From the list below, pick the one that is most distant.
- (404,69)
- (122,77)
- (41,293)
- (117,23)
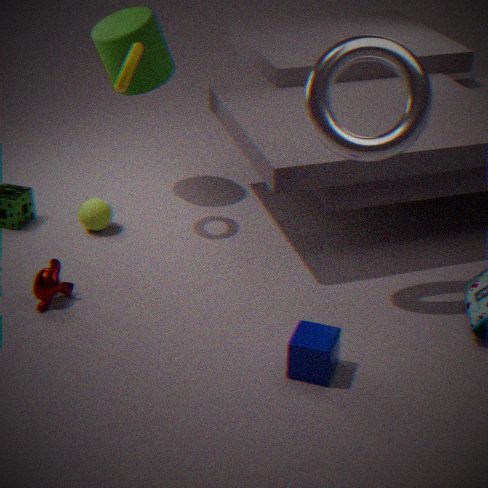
(117,23)
